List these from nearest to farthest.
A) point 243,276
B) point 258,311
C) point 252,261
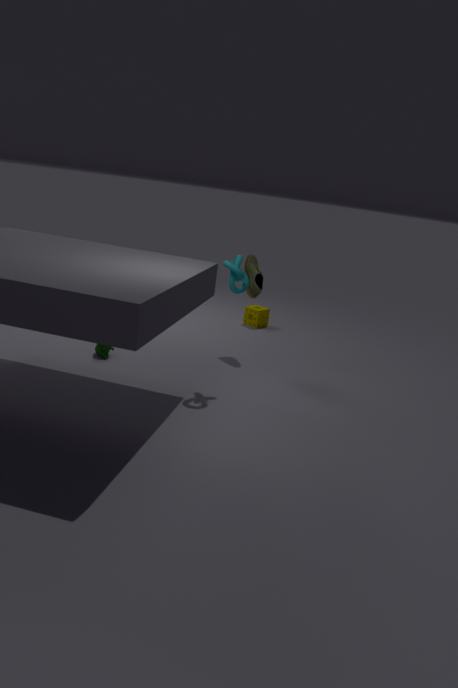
point 243,276, point 252,261, point 258,311
